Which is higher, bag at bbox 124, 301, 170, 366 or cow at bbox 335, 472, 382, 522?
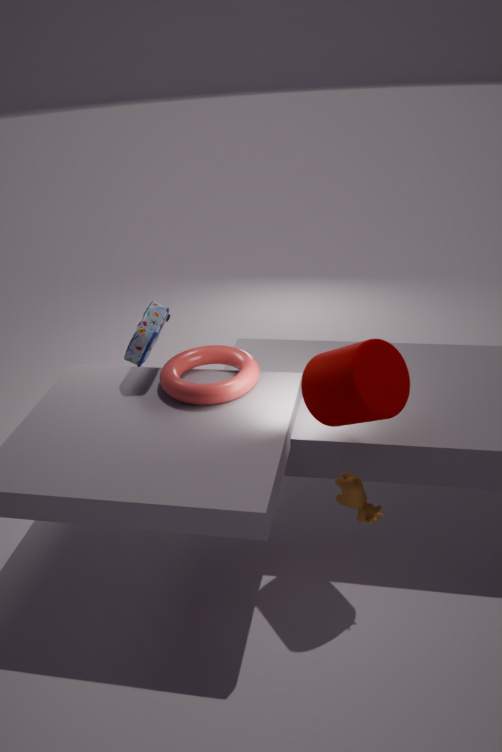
bag at bbox 124, 301, 170, 366
